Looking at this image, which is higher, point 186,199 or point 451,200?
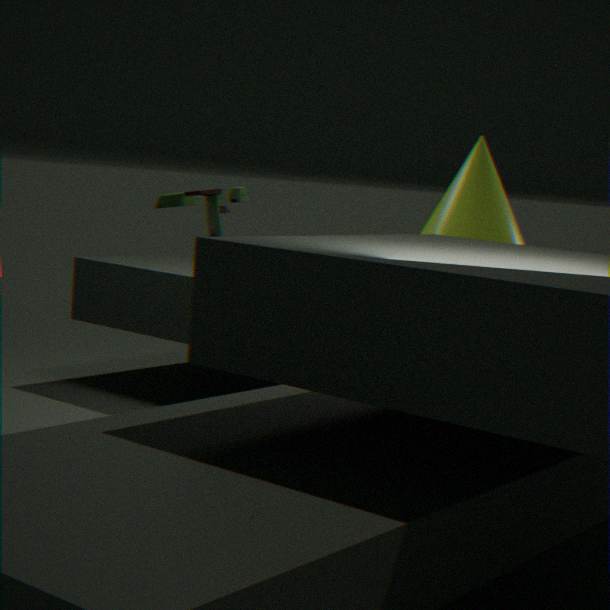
point 186,199
